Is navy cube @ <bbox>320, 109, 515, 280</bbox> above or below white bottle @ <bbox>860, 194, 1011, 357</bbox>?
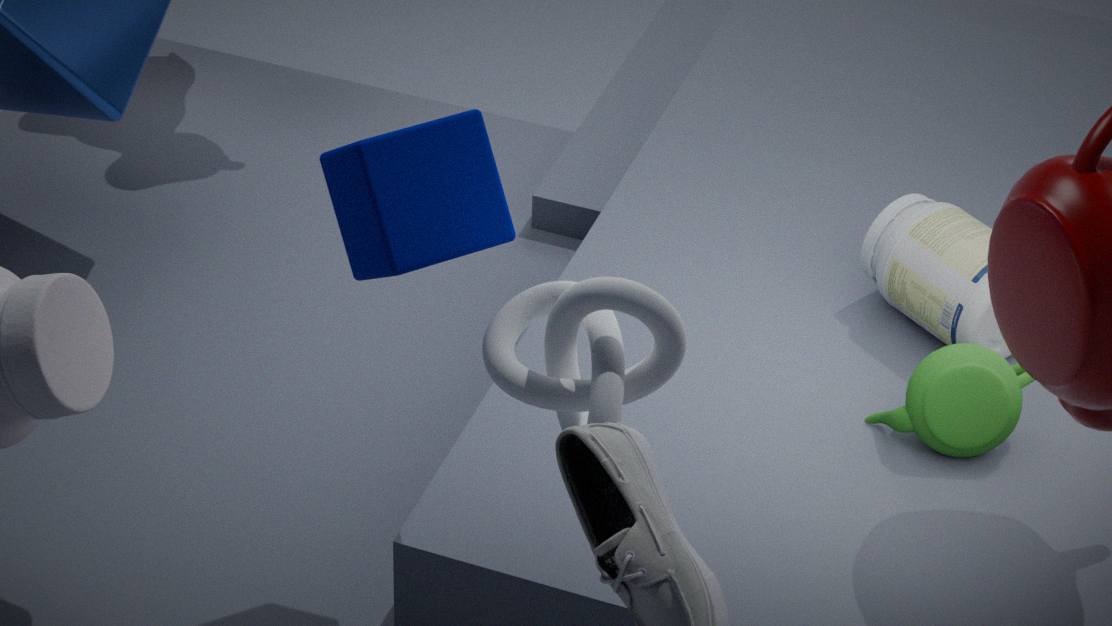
above
